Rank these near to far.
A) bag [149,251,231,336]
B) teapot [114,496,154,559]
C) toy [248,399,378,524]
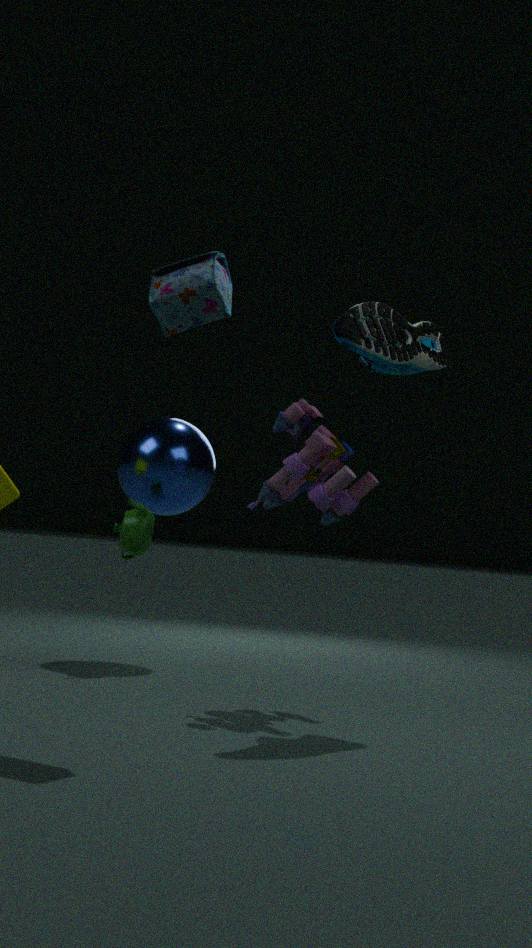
1. bag [149,251,231,336]
2. toy [248,399,378,524]
3. teapot [114,496,154,559]
